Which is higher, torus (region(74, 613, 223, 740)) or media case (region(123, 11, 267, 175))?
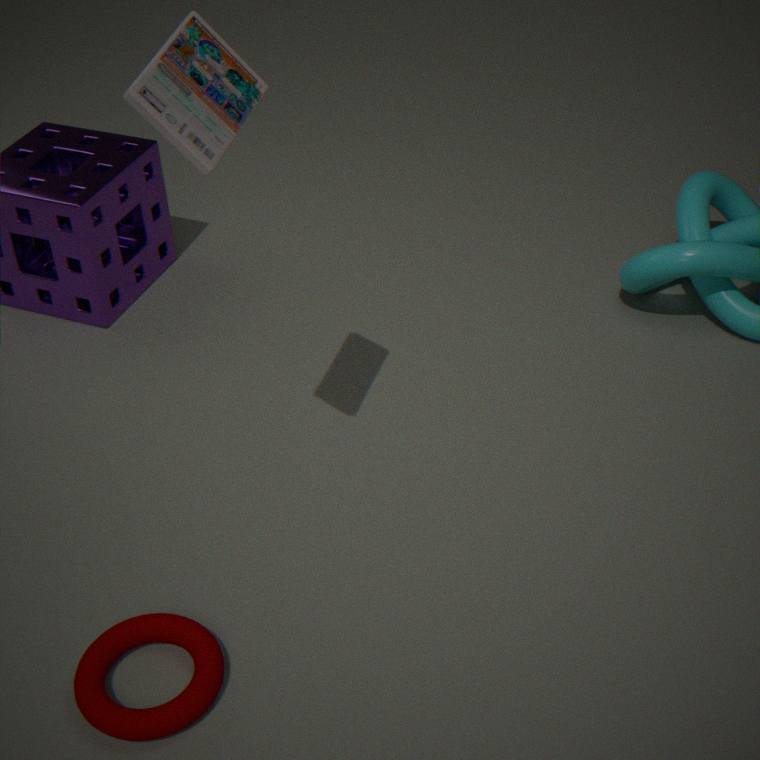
media case (region(123, 11, 267, 175))
